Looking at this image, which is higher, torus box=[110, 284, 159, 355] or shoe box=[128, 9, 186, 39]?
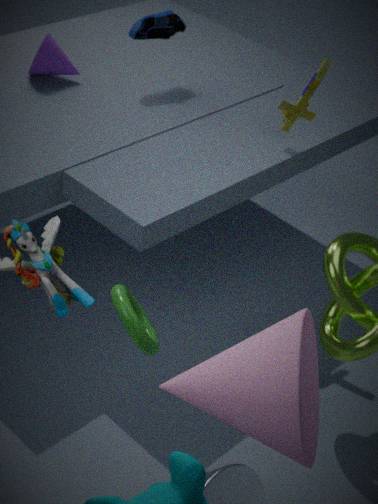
shoe box=[128, 9, 186, 39]
